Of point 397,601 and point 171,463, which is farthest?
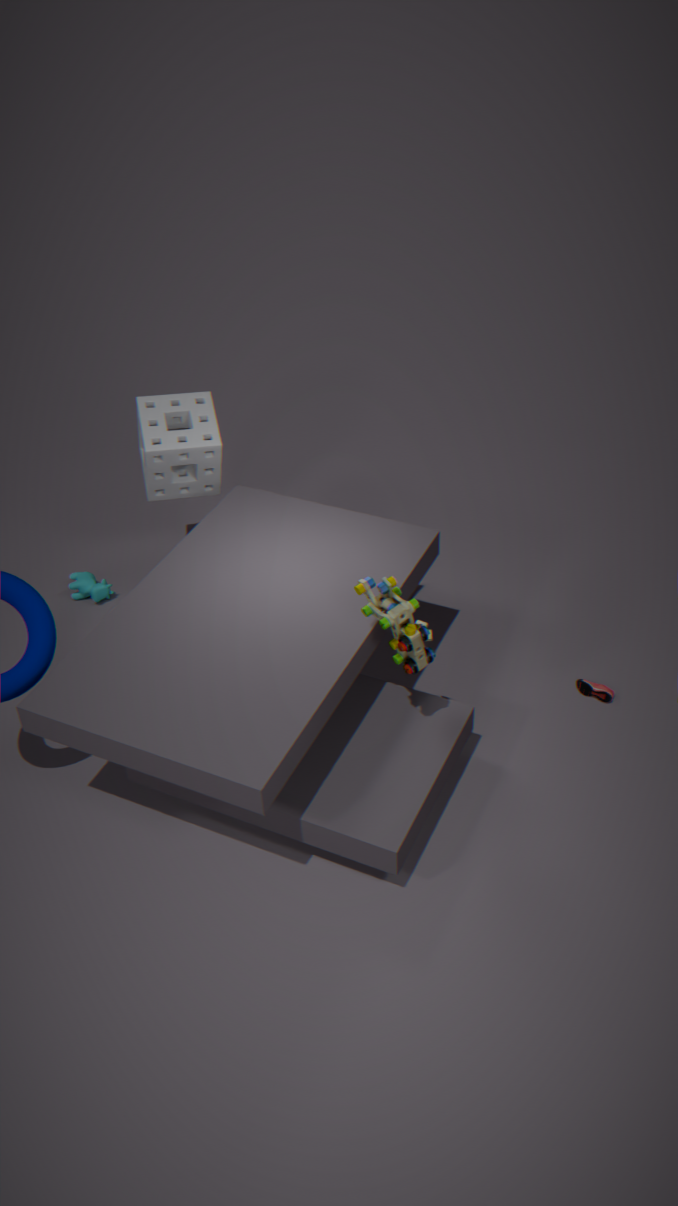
point 171,463
